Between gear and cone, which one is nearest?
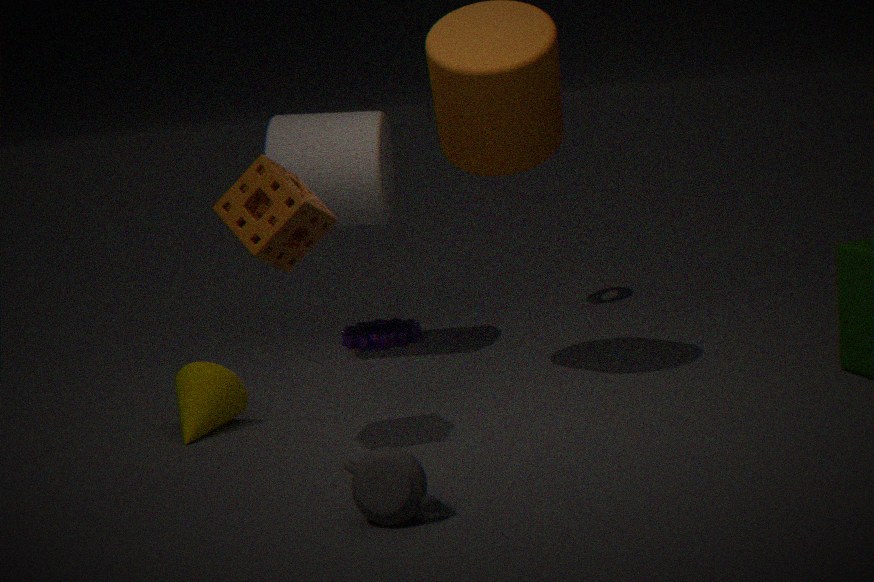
cone
